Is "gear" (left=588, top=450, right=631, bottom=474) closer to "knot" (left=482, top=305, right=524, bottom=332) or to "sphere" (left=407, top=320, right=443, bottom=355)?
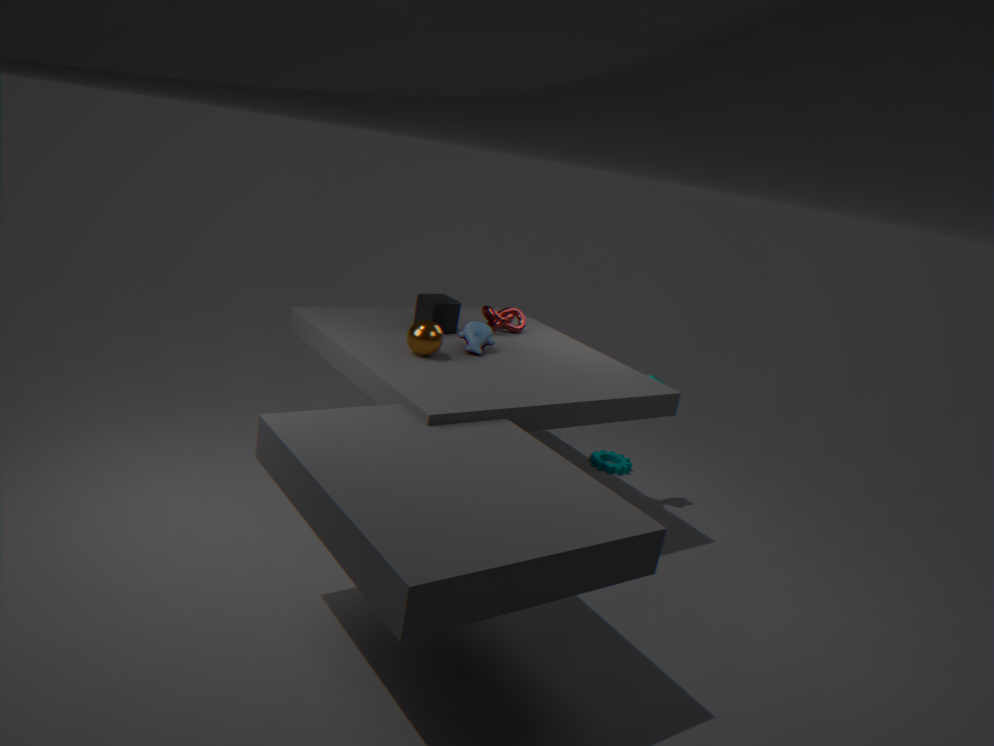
"knot" (left=482, top=305, right=524, bottom=332)
